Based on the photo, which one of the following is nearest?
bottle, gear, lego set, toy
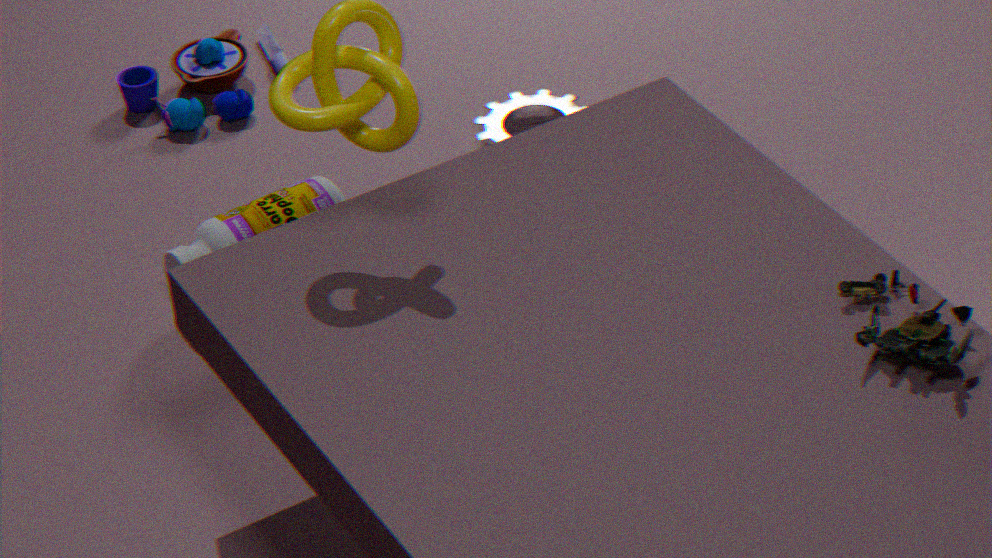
lego set
